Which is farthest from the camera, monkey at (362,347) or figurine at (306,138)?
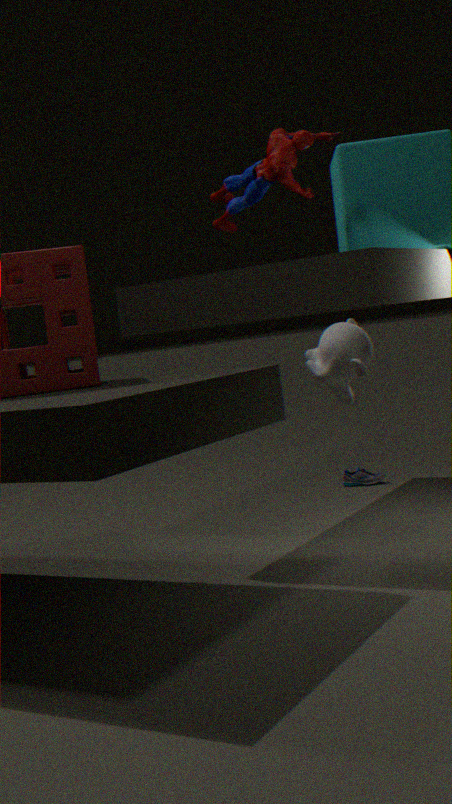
figurine at (306,138)
